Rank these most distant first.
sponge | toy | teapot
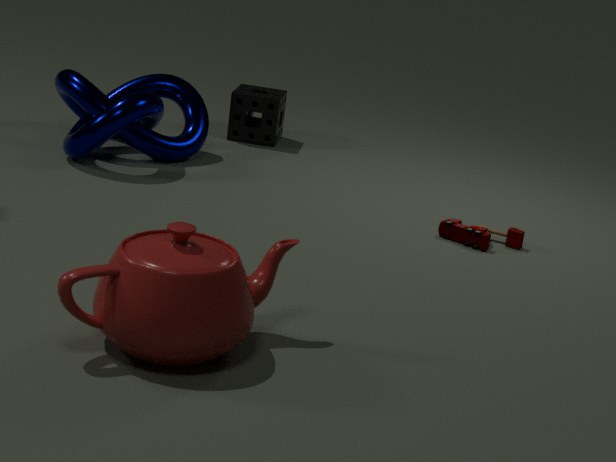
sponge
toy
teapot
